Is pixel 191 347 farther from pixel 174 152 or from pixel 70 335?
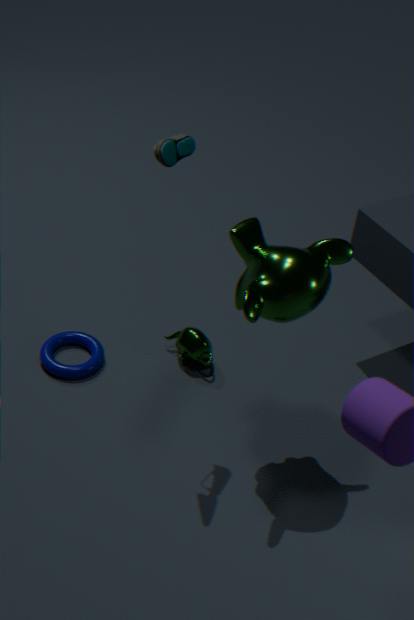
pixel 174 152
